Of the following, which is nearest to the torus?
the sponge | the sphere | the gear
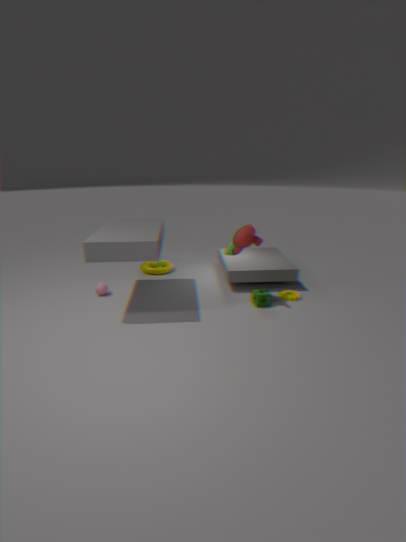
the sphere
